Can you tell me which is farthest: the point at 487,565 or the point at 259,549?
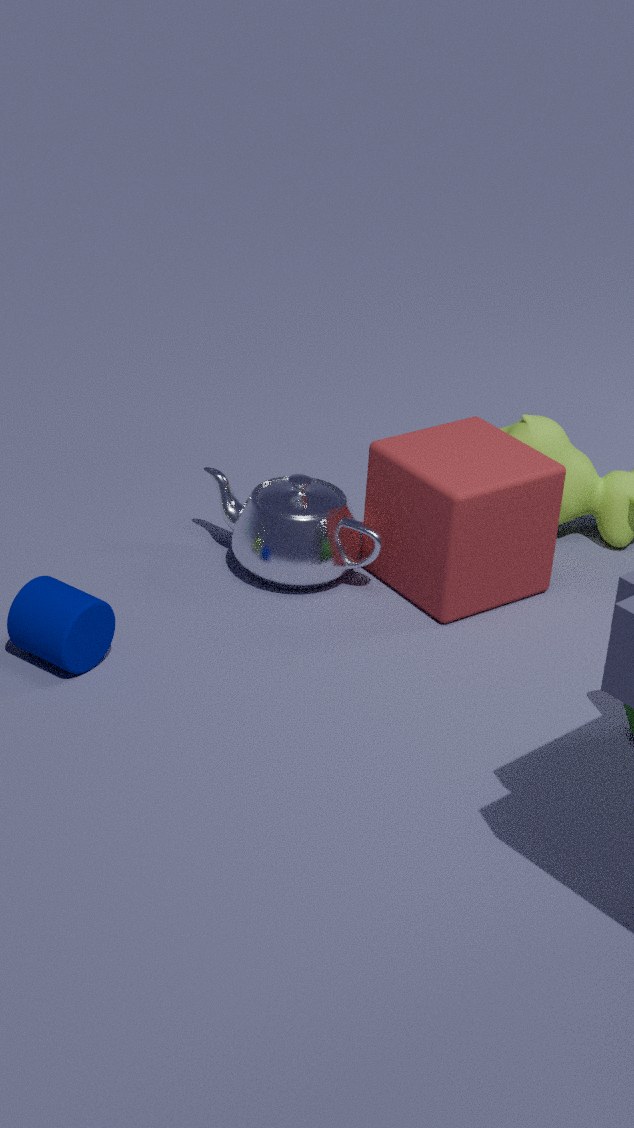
the point at 259,549
